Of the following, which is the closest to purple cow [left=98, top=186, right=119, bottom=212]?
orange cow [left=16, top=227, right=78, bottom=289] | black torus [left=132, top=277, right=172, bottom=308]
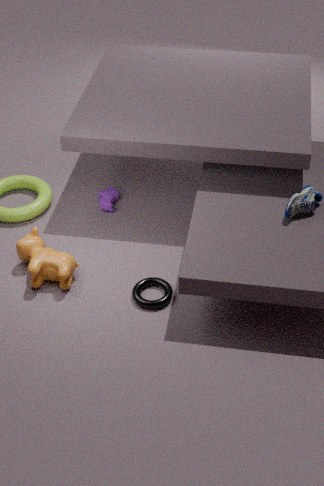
orange cow [left=16, top=227, right=78, bottom=289]
